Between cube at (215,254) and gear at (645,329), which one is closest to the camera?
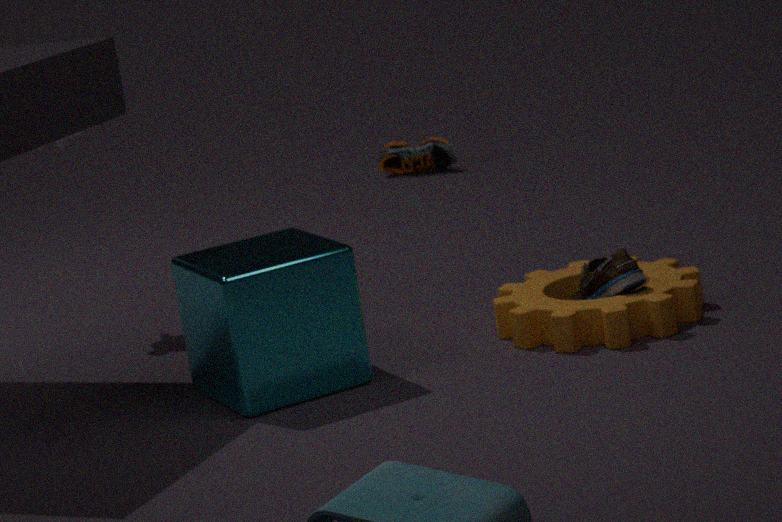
cube at (215,254)
